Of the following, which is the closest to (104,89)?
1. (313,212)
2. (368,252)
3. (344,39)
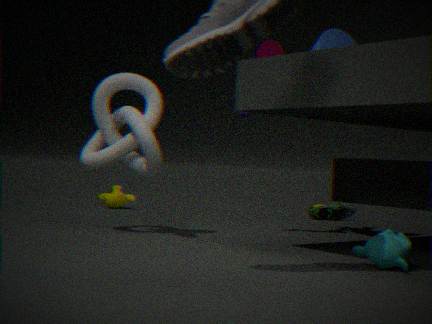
(344,39)
